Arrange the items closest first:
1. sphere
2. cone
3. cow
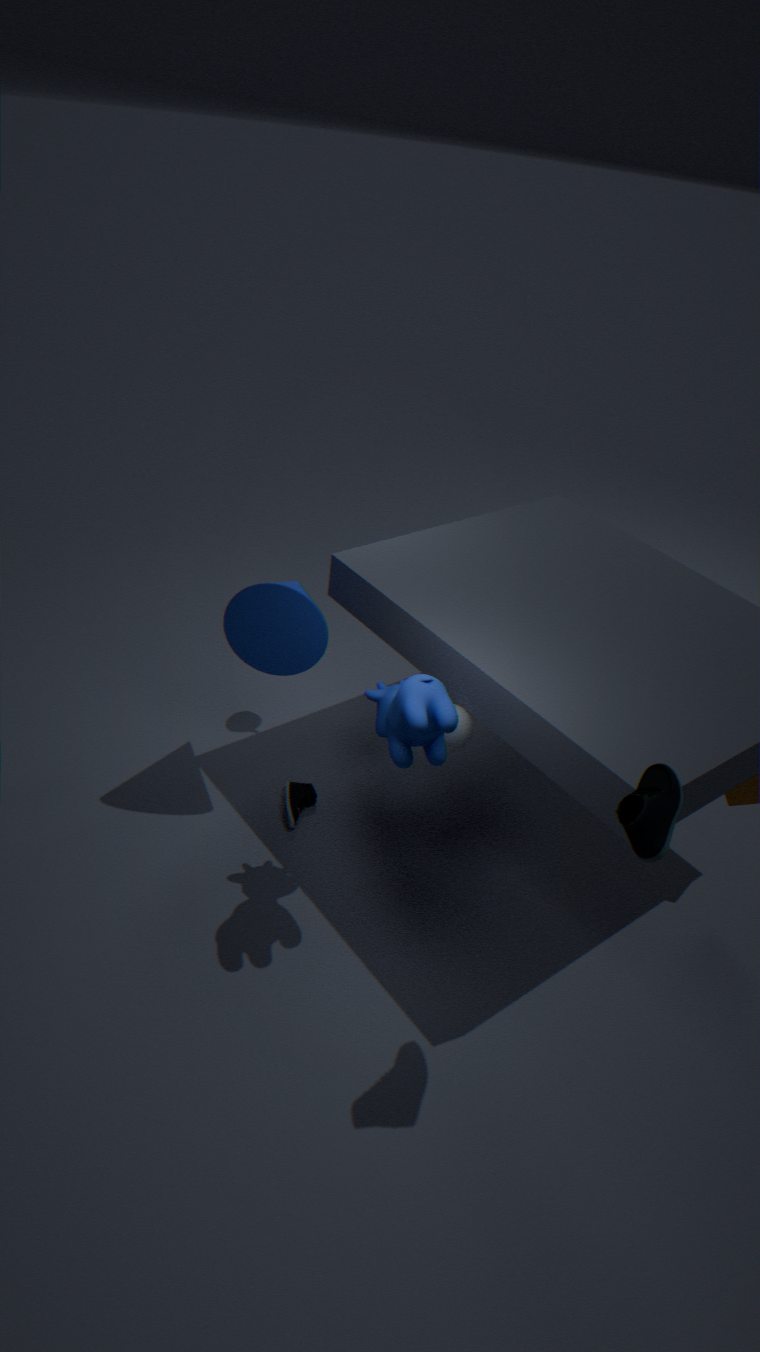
cow → sphere → cone
